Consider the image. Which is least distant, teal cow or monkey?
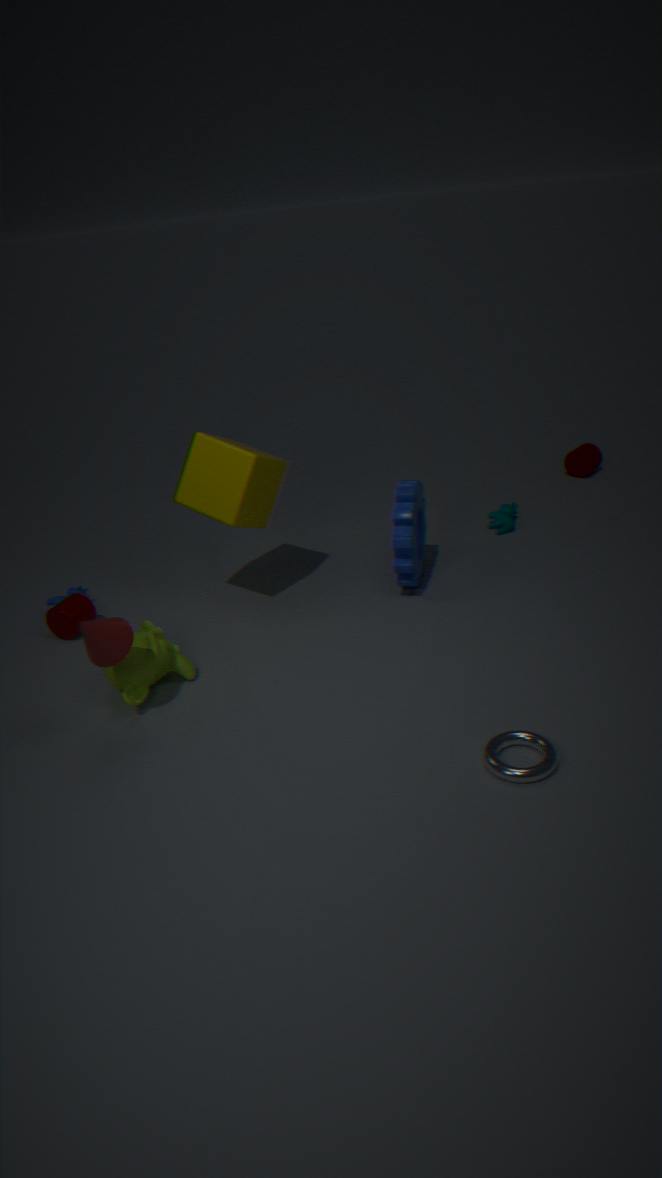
monkey
